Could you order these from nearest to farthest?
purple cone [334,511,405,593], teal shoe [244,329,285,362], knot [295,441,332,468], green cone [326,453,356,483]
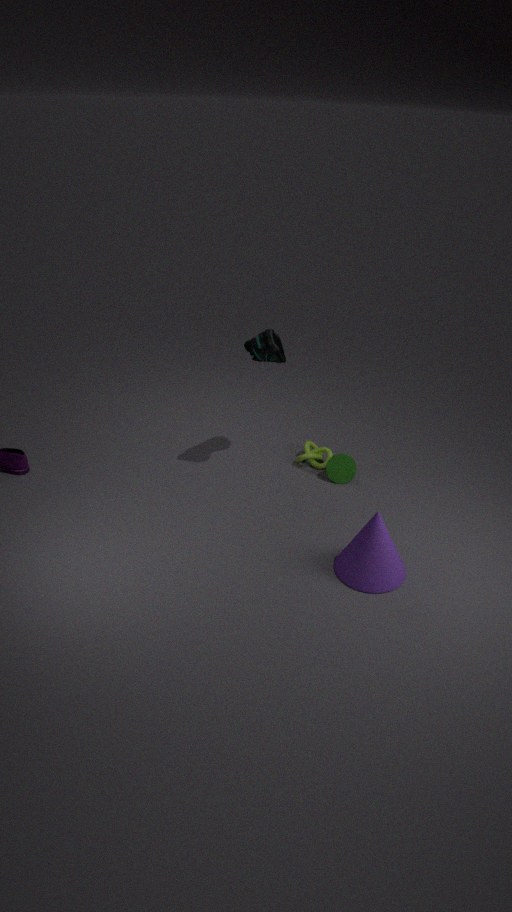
purple cone [334,511,405,593]
teal shoe [244,329,285,362]
green cone [326,453,356,483]
knot [295,441,332,468]
